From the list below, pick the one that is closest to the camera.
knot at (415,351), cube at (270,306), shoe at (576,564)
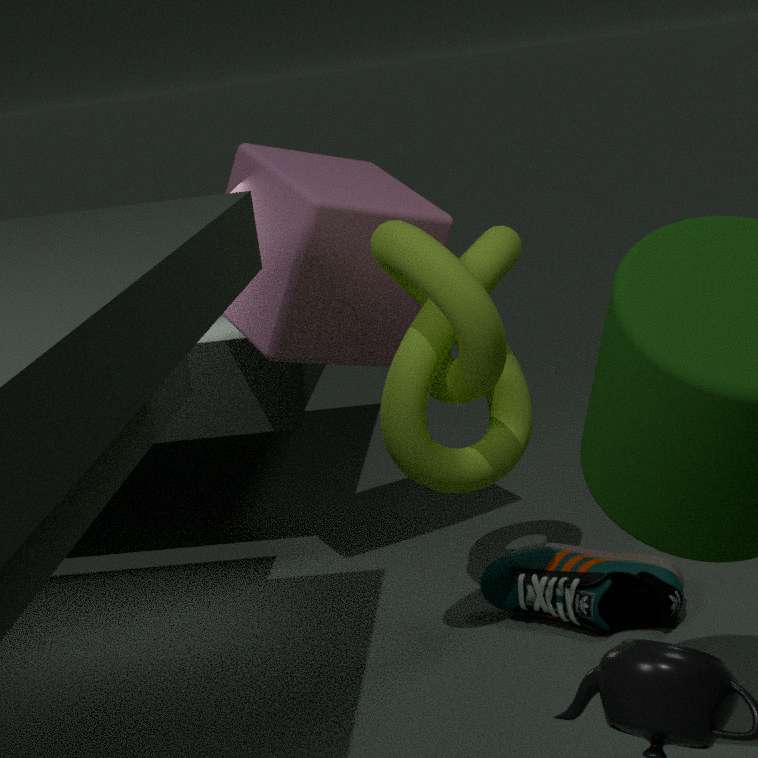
knot at (415,351)
